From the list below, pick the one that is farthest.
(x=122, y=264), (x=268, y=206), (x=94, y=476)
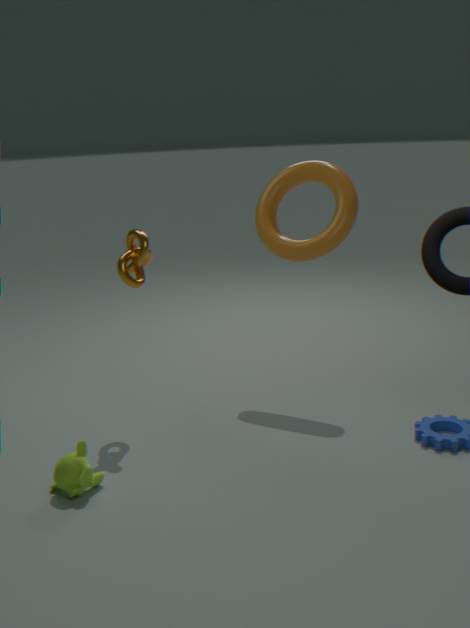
(x=268, y=206)
